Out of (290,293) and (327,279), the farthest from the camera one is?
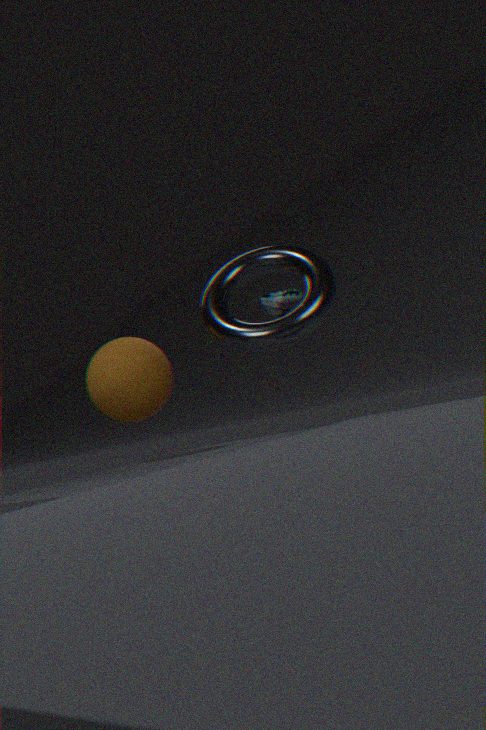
(290,293)
